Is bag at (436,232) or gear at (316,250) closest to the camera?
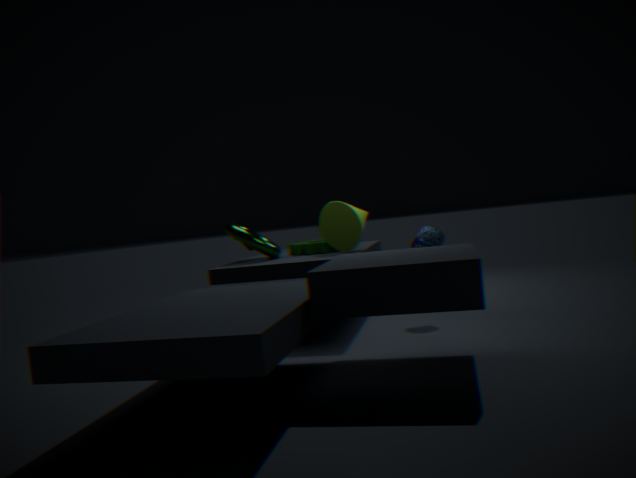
bag at (436,232)
